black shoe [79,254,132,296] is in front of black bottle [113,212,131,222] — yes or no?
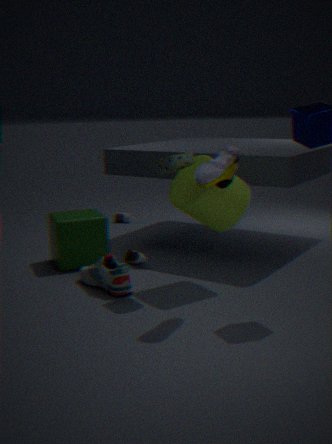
Yes
